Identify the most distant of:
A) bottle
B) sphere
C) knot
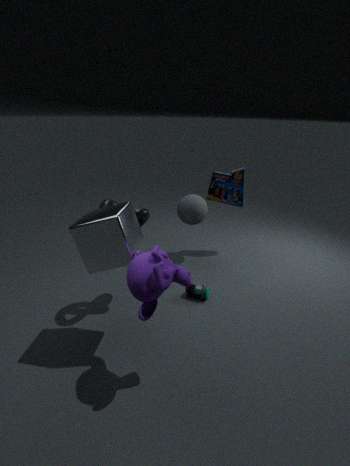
sphere
